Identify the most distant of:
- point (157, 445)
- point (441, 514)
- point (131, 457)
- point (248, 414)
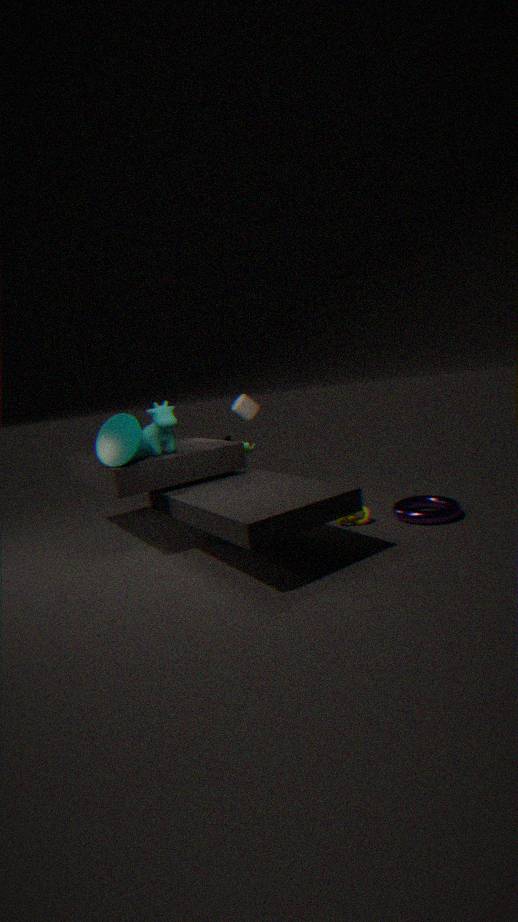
point (248, 414)
